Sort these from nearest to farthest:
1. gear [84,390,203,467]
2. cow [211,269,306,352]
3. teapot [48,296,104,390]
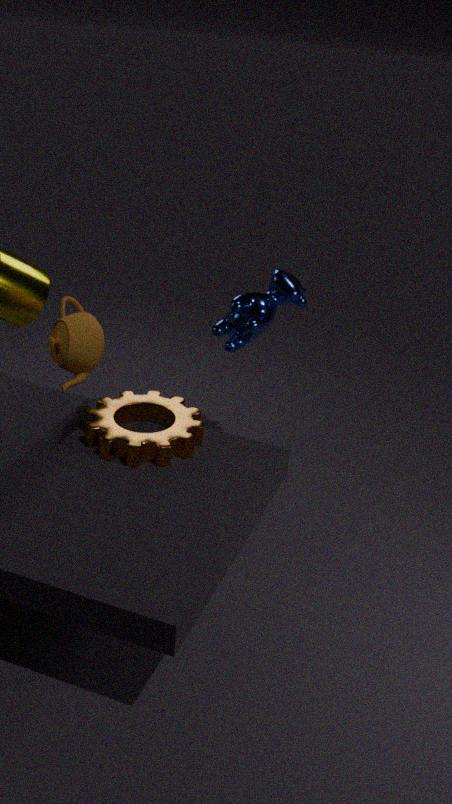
1. gear [84,390,203,467]
2. cow [211,269,306,352]
3. teapot [48,296,104,390]
